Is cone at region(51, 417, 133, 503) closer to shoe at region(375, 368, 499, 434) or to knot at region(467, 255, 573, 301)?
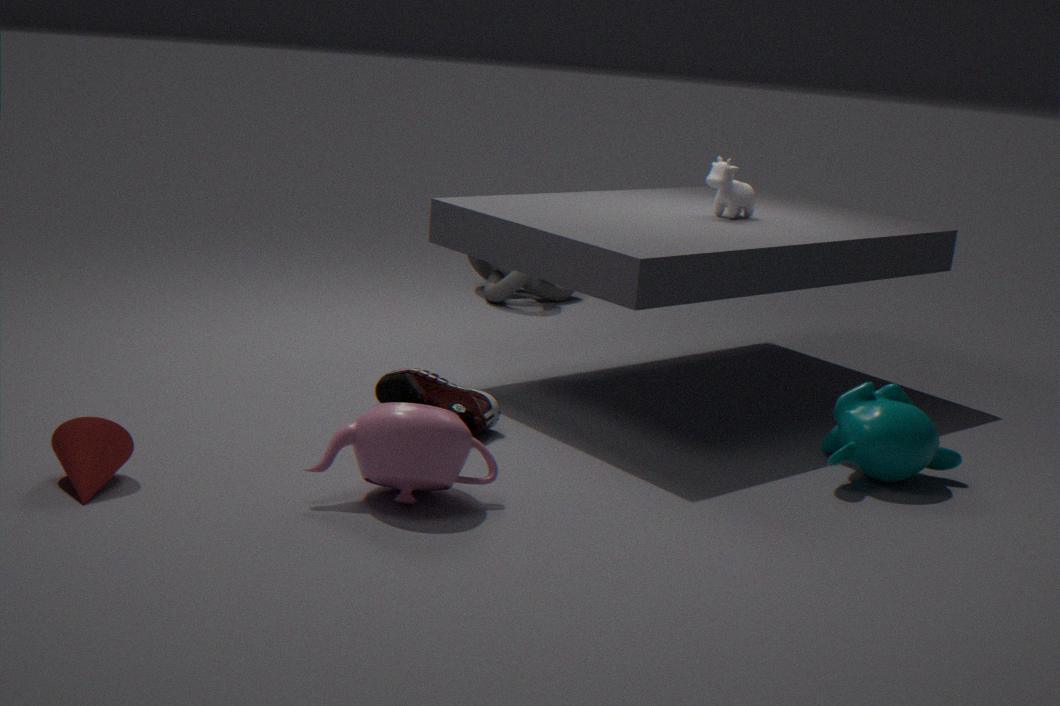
shoe at region(375, 368, 499, 434)
